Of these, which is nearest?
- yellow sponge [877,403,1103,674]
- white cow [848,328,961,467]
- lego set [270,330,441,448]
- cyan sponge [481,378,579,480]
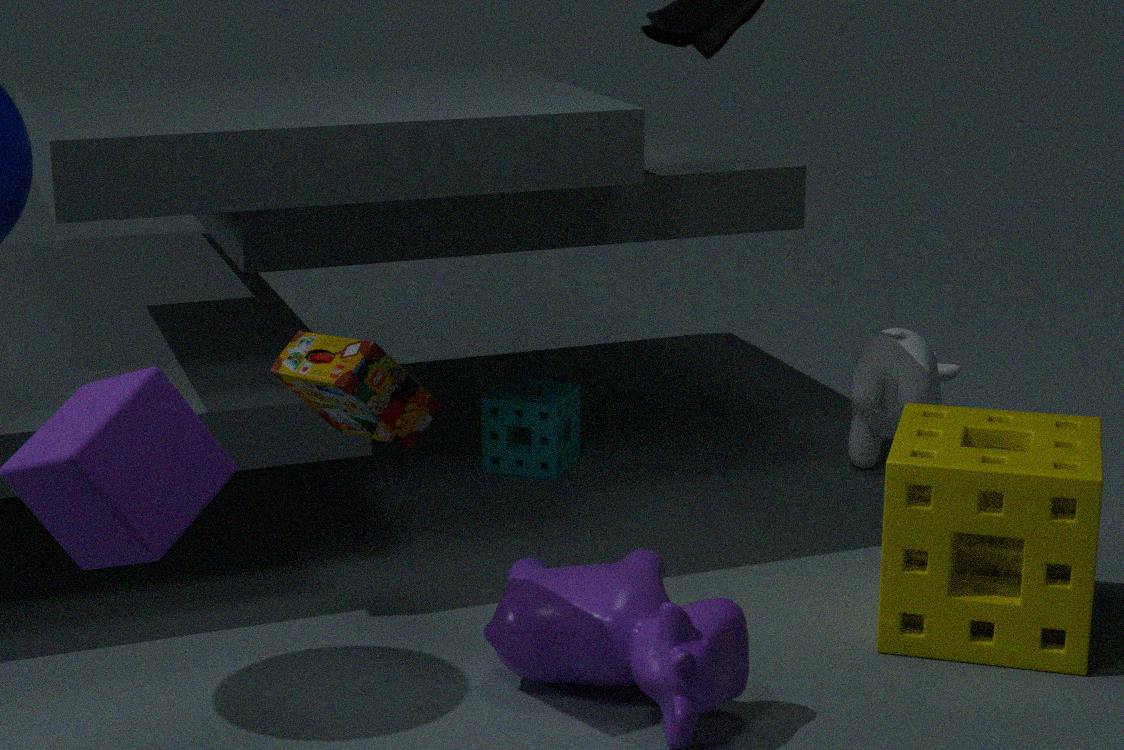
lego set [270,330,441,448]
